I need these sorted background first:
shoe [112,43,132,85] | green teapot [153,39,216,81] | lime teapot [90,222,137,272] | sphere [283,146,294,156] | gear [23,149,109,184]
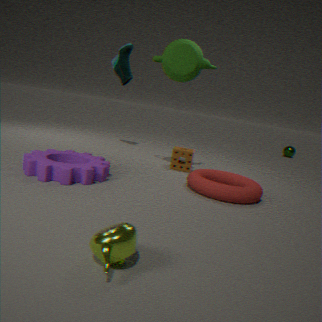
1. sphere [283,146,294,156]
2. shoe [112,43,132,85]
3. green teapot [153,39,216,81]
4. gear [23,149,109,184]
5. lime teapot [90,222,137,272]
